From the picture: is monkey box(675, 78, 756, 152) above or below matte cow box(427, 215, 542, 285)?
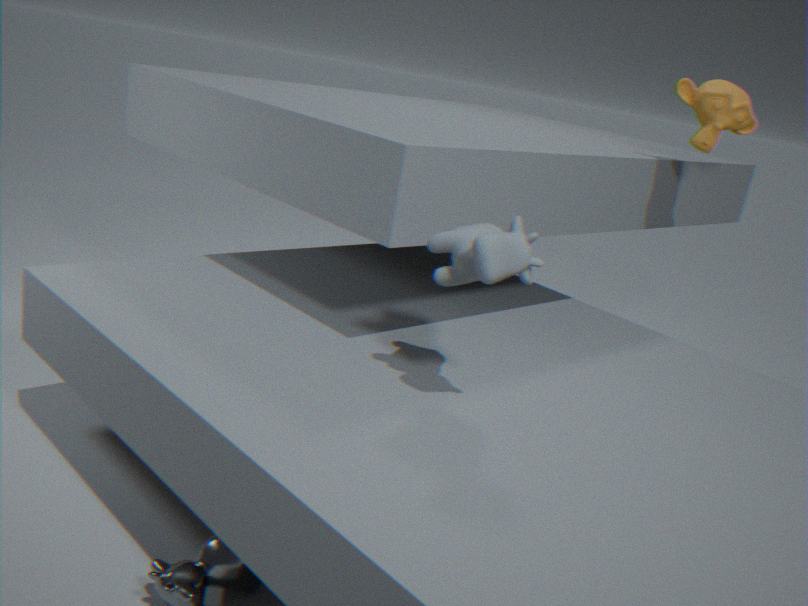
above
